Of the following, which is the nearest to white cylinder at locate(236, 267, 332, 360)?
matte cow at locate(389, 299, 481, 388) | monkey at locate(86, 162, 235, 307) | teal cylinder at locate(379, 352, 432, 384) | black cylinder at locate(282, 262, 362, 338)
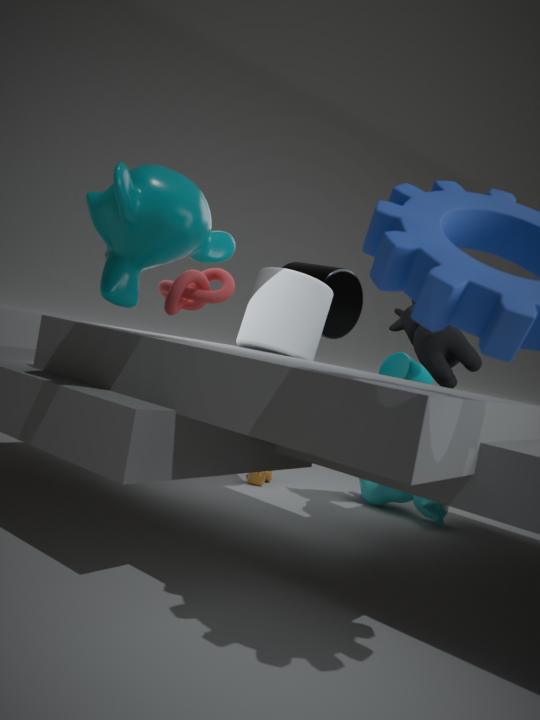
black cylinder at locate(282, 262, 362, 338)
